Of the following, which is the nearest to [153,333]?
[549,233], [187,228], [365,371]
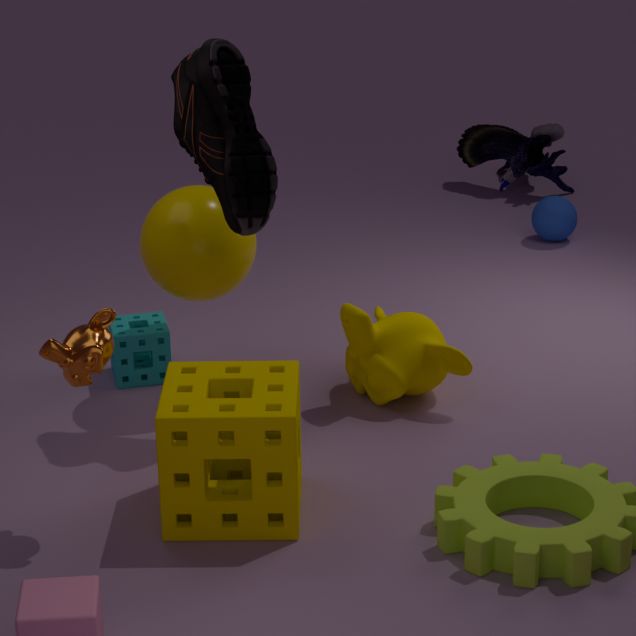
[187,228]
